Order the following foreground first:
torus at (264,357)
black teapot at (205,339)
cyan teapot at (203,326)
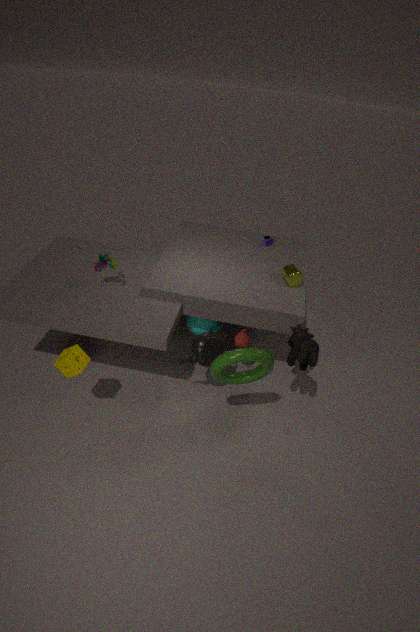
torus at (264,357), black teapot at (205,339), cyan teapot at (203,326)
